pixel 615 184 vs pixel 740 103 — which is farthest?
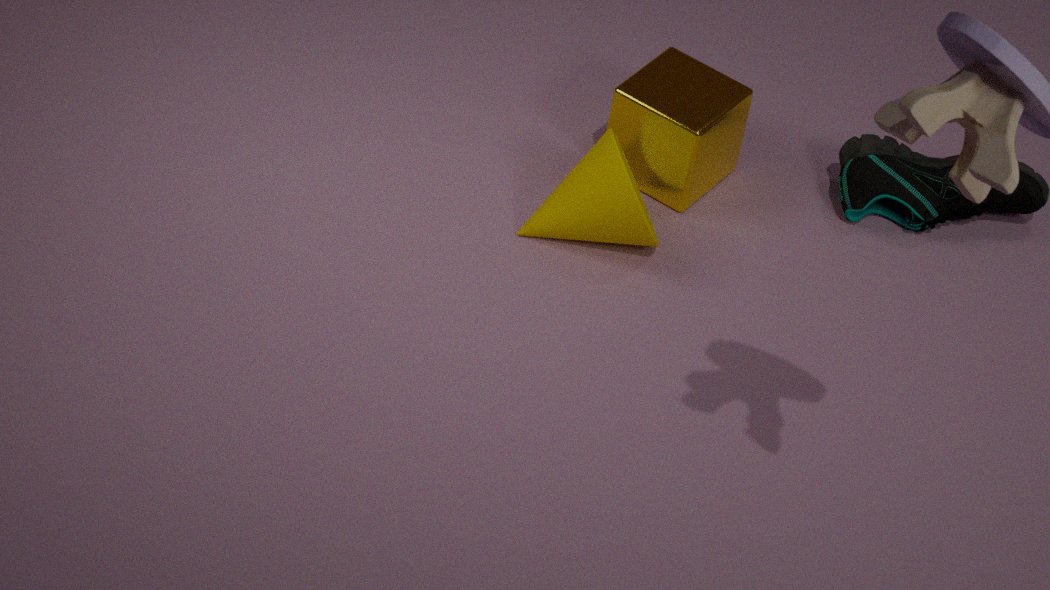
pixel 740 103
